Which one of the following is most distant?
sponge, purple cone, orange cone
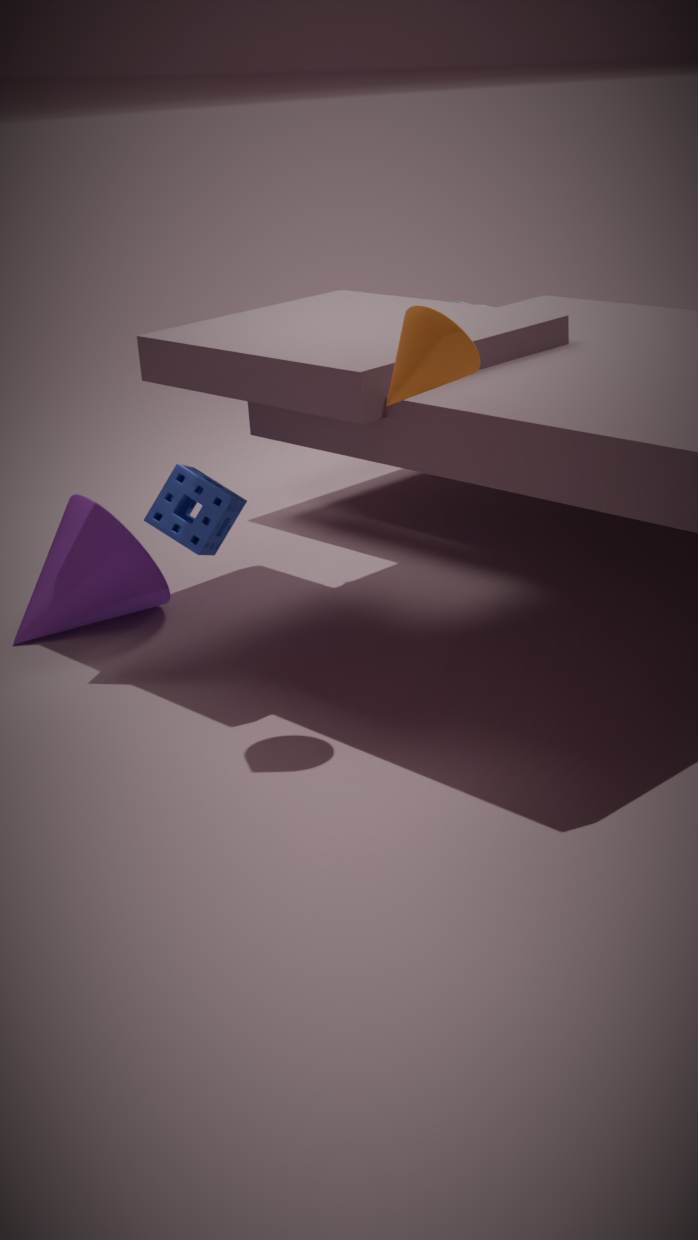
purple cone
